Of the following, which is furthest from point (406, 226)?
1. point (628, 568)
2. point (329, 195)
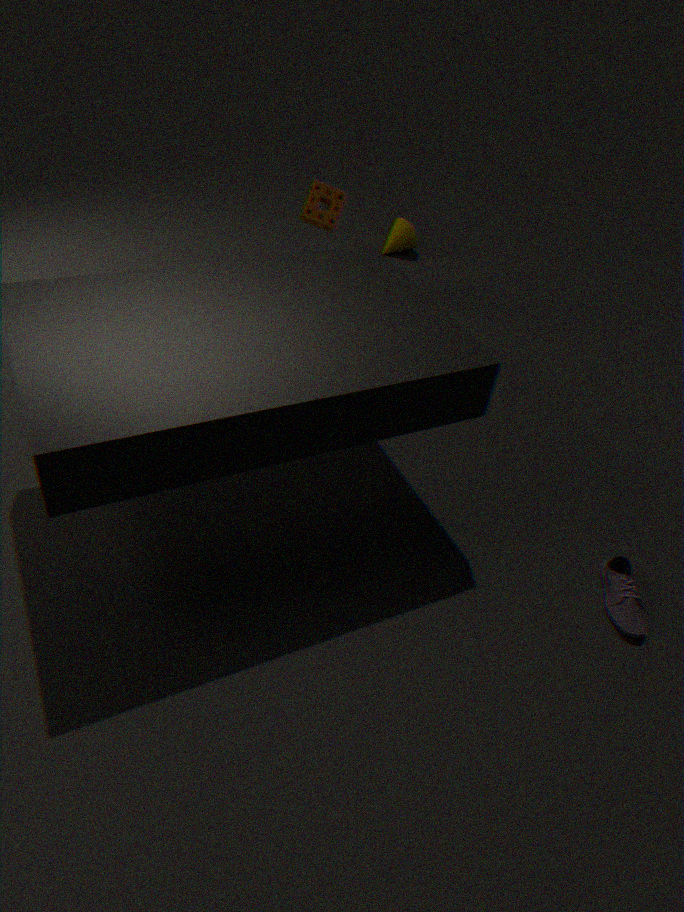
point (628, 568)
